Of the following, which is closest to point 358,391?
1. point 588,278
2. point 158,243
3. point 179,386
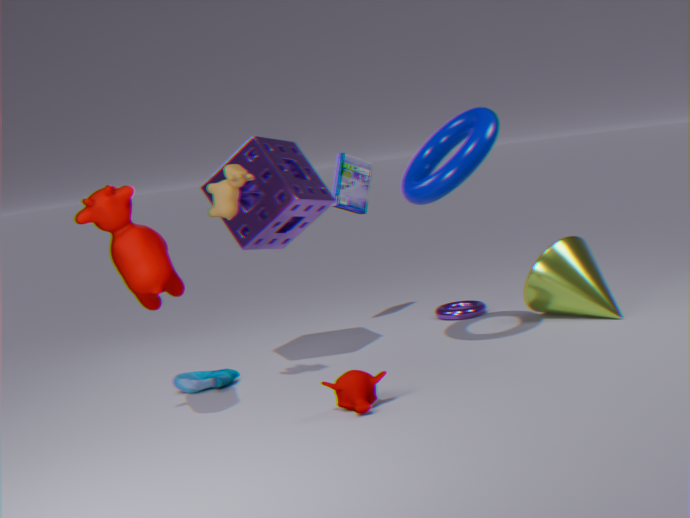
point 179,386
